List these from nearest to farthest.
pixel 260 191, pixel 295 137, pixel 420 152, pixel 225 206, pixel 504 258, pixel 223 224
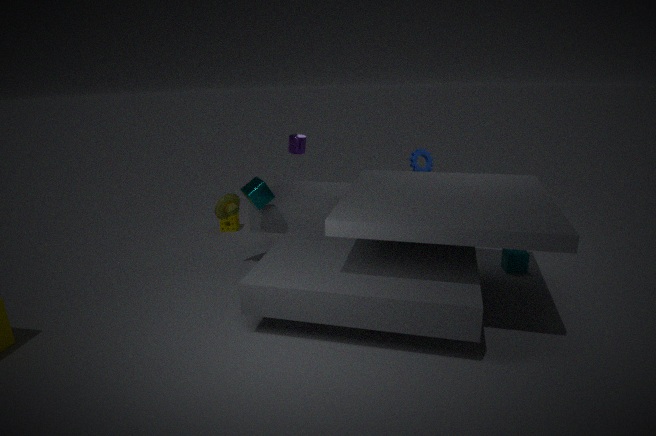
pixel 260 191 < pixel 225 206 < pixel 504 258 < pixel 295 137 < pixel 420 152 < pixel 223 224
